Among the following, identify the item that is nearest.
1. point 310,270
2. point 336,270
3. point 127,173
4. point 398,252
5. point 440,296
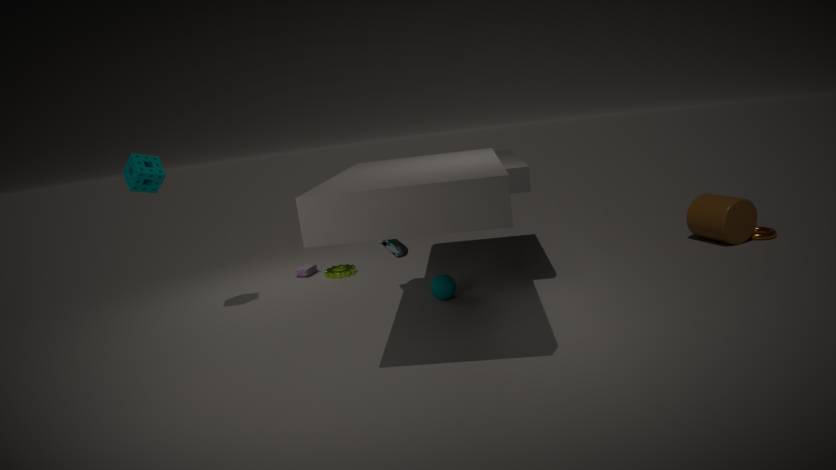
point 127,173
